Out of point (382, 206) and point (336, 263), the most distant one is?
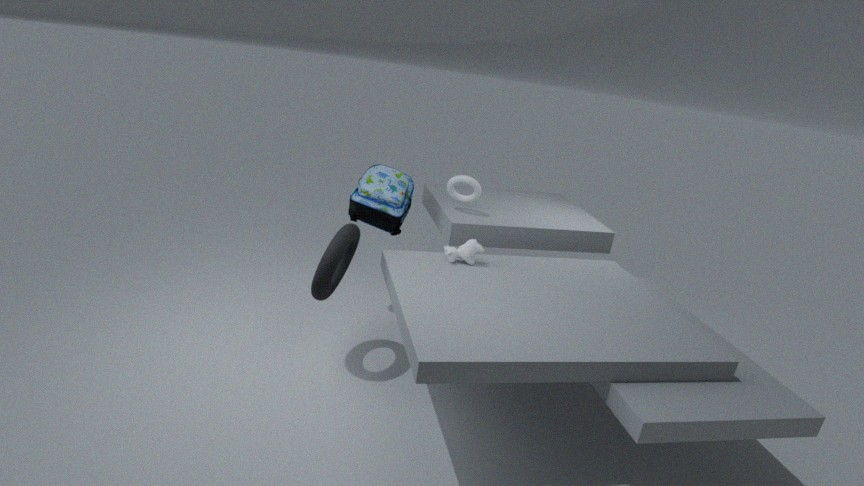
point (382, 206)
